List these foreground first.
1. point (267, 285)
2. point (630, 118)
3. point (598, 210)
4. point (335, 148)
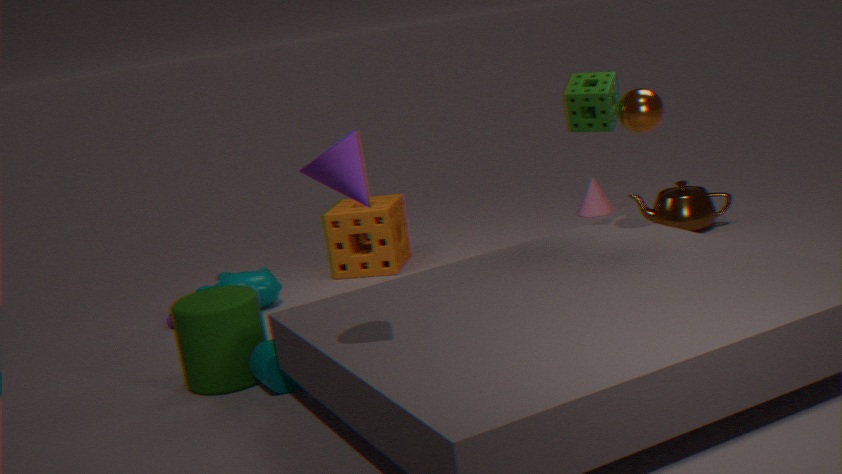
1. point (335, 148)
2. point (630, 118)
3. point (267, 285)
4. point (598, 210)
